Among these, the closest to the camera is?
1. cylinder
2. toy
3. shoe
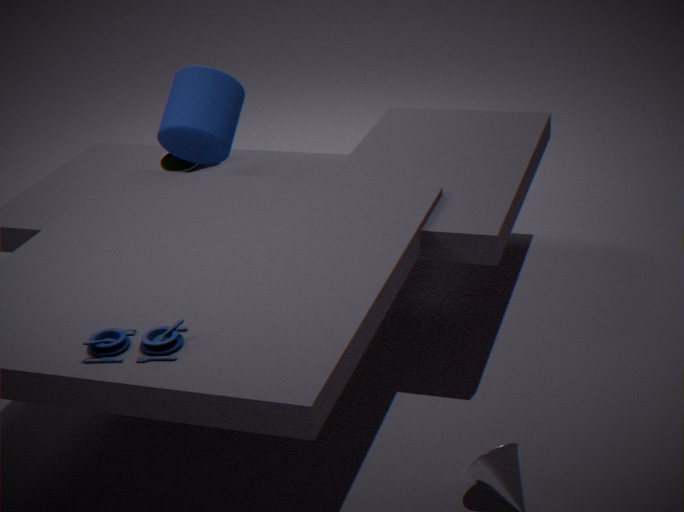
toy
